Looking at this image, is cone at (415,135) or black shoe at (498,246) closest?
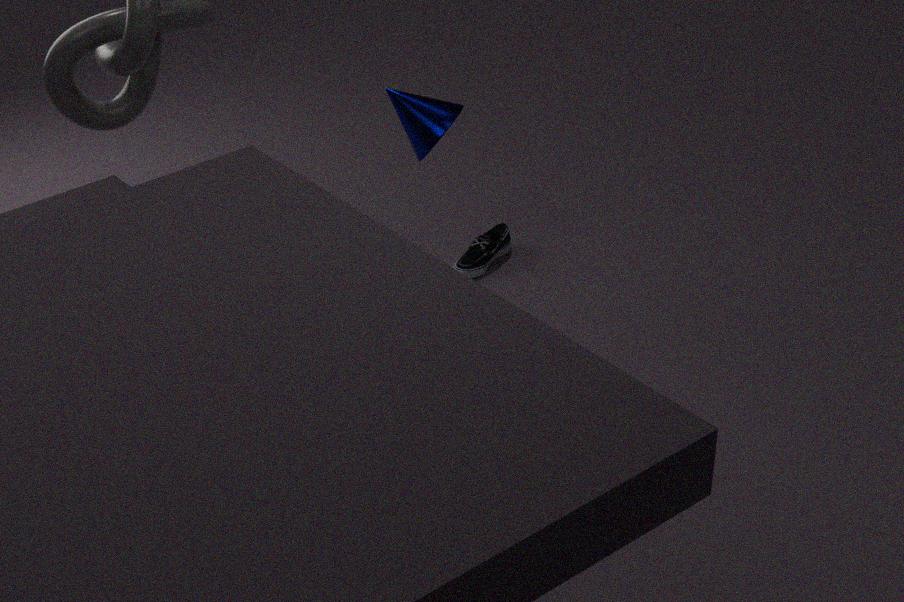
cone at (415,135)
